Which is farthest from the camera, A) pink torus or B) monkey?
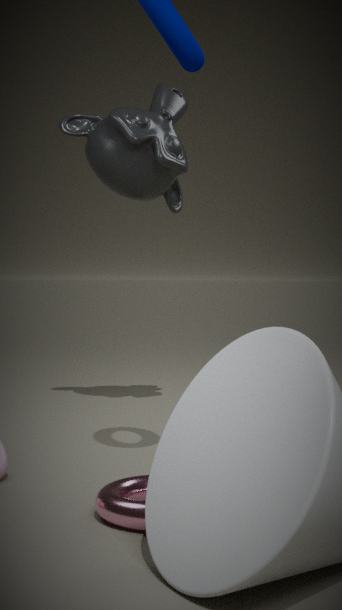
B. monkey
